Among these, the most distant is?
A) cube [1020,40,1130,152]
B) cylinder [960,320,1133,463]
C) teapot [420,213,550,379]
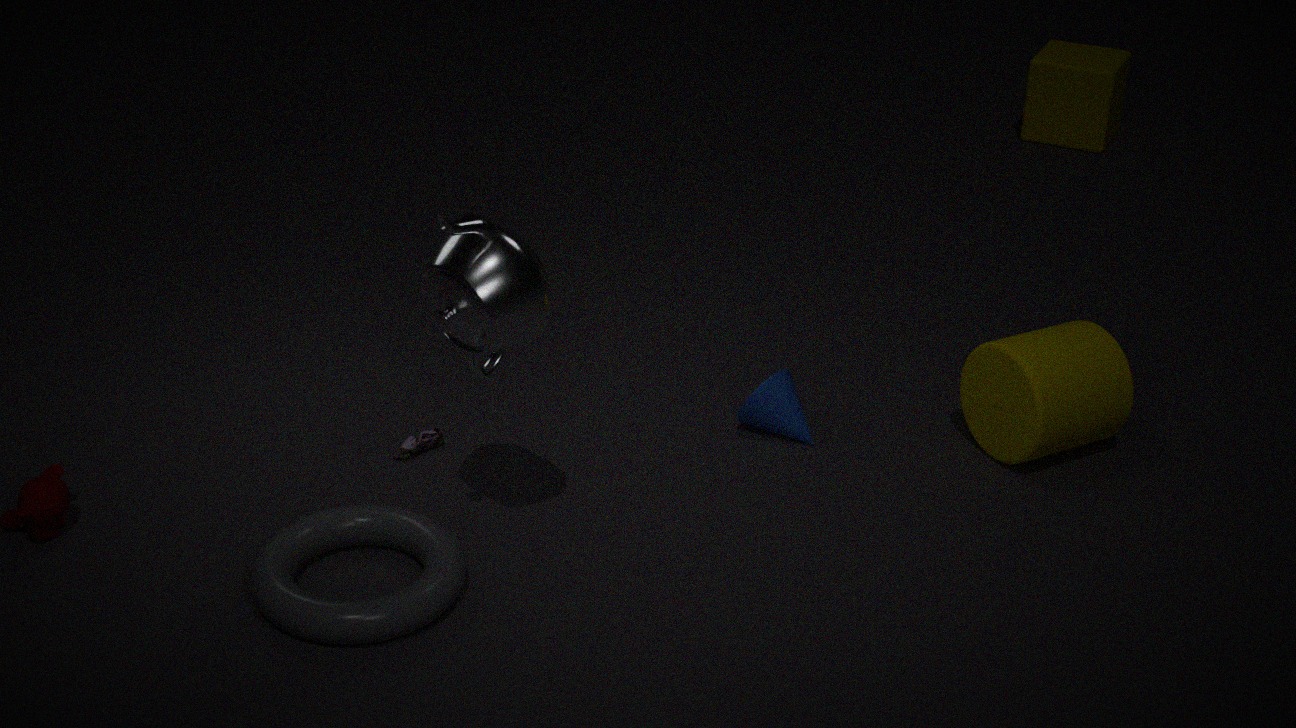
cube [1020,40,1130,152]
